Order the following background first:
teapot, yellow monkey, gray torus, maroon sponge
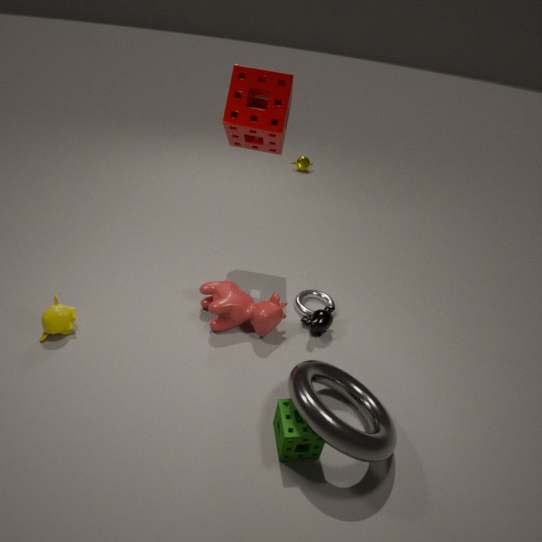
teapot, maroon sponge, yellow monkey, gray torus
